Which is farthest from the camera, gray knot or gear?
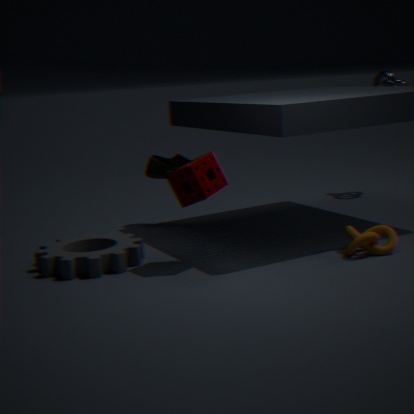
gray knot
